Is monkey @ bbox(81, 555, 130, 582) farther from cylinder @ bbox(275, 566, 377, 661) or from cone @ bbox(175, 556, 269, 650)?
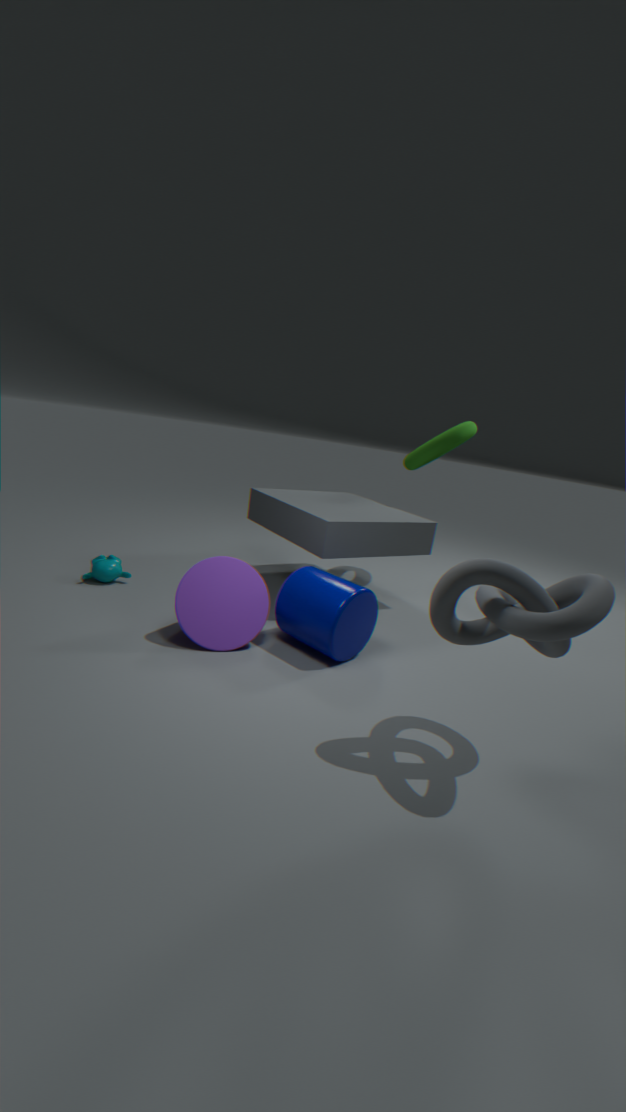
cylinder @ bbox(275, 566, 377, 661)
